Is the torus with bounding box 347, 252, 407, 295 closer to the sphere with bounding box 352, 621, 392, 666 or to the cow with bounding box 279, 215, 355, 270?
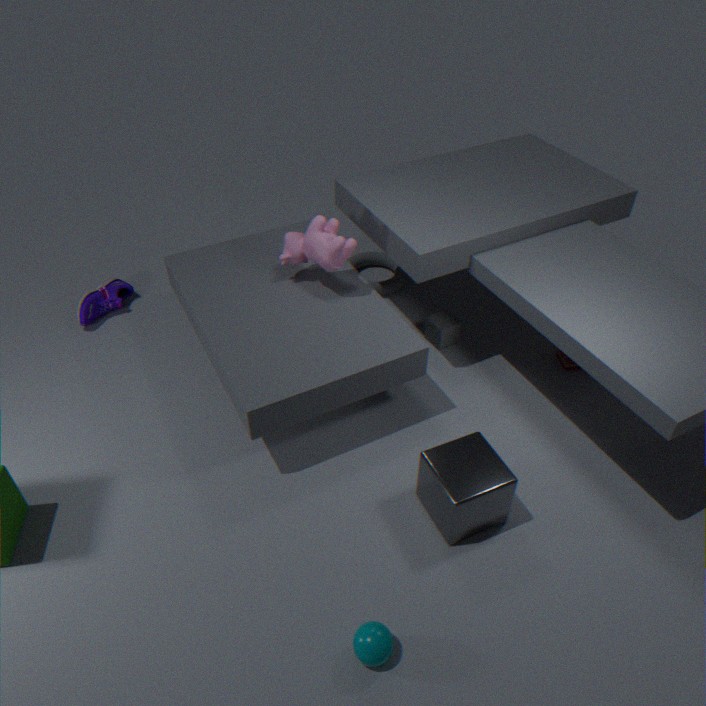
the cow with bounding box 279, 215, 355, 270
